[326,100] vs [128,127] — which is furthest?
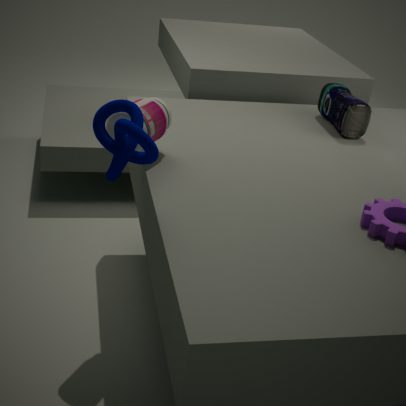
[326,100]
